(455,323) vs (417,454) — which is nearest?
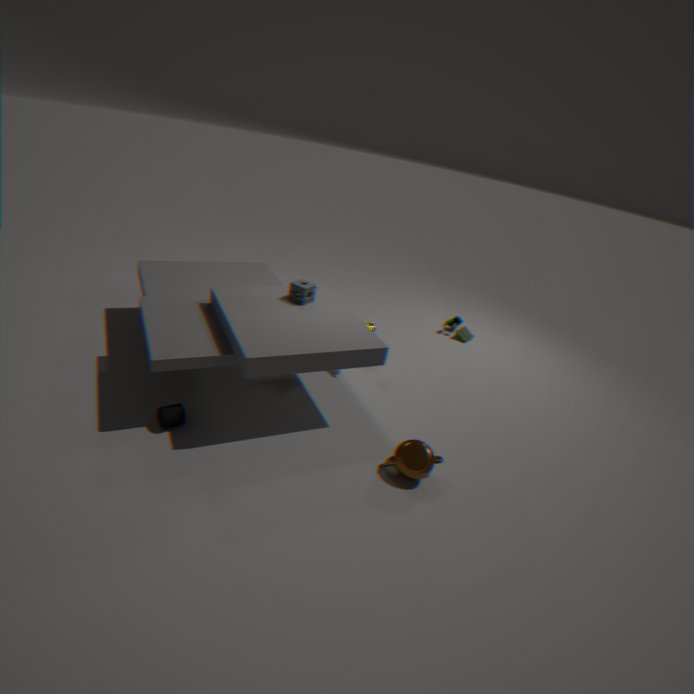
(417,454)
